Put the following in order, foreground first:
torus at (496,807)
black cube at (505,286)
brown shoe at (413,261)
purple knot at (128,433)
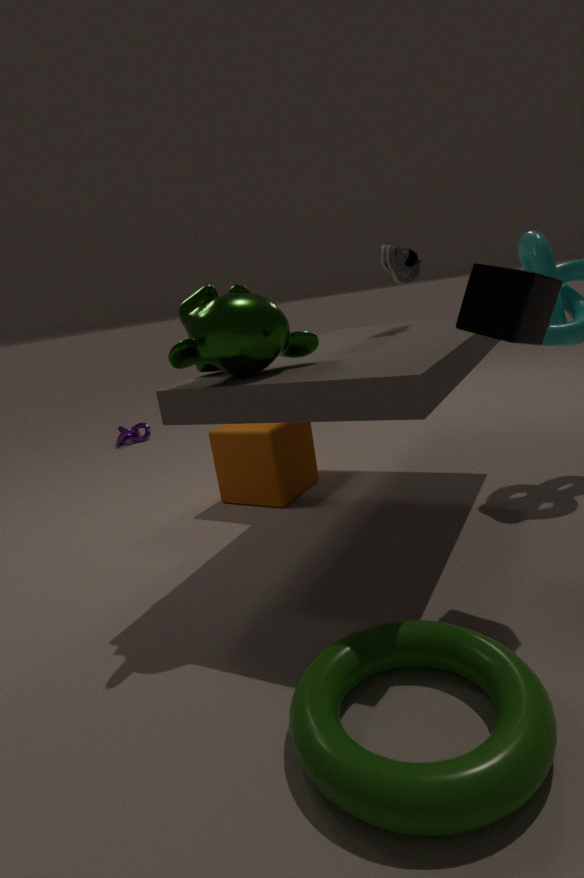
torus at (496,807) < black cube at (505,286) < brown shoe at (413,261) < purple knot at (128,433)
